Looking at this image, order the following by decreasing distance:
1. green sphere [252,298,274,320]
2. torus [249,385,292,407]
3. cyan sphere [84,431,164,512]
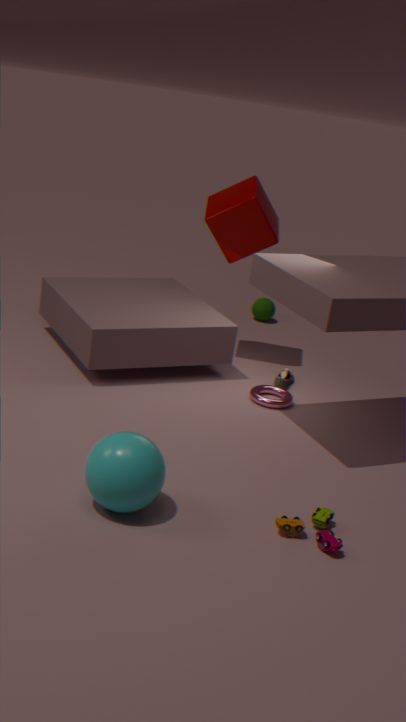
green sphere [252,298,274,320]
torus [249,385,292,407]
cyan sphere [84,431,164,512]
